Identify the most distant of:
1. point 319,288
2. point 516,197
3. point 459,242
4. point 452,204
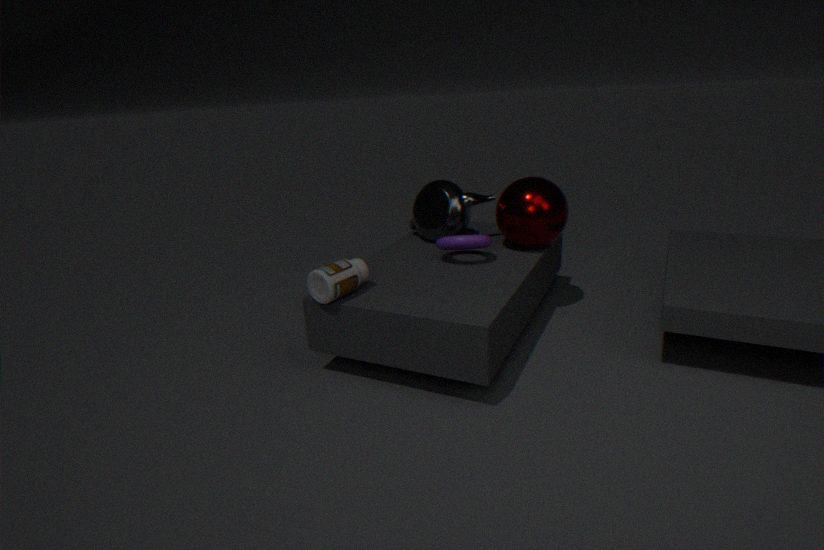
point 452,204
